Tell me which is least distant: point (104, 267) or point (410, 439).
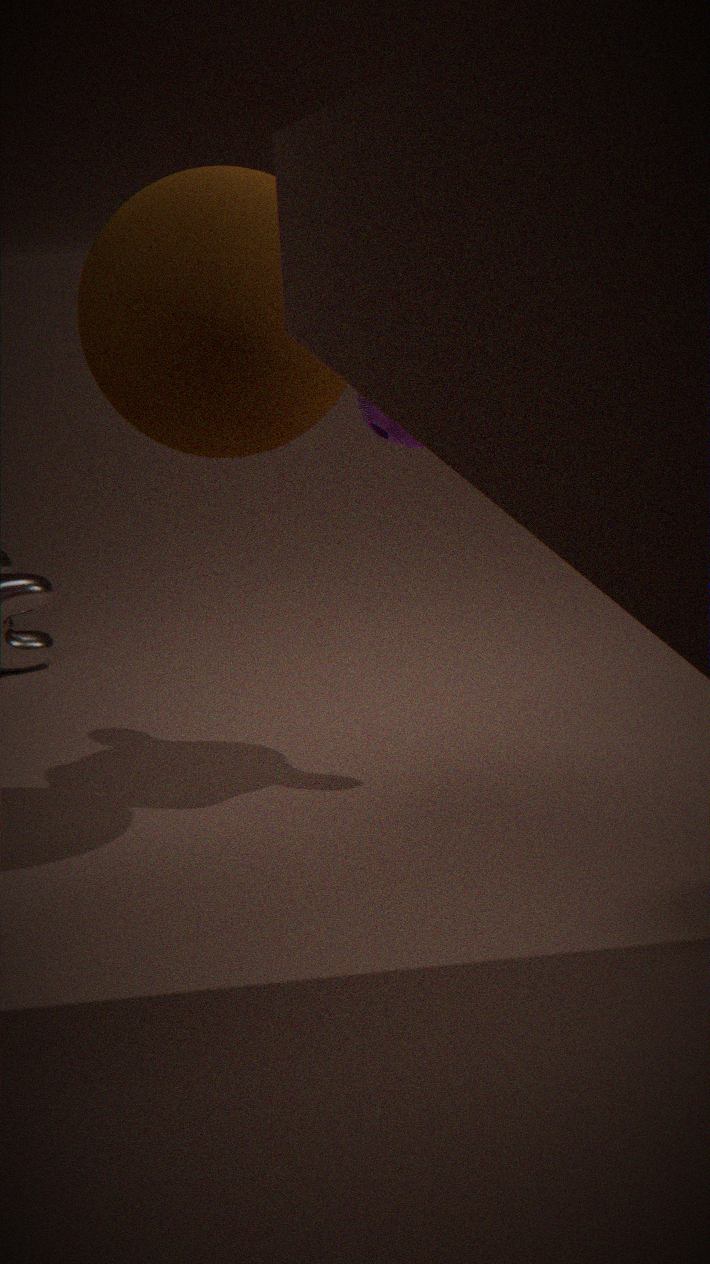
point (104, 267)
